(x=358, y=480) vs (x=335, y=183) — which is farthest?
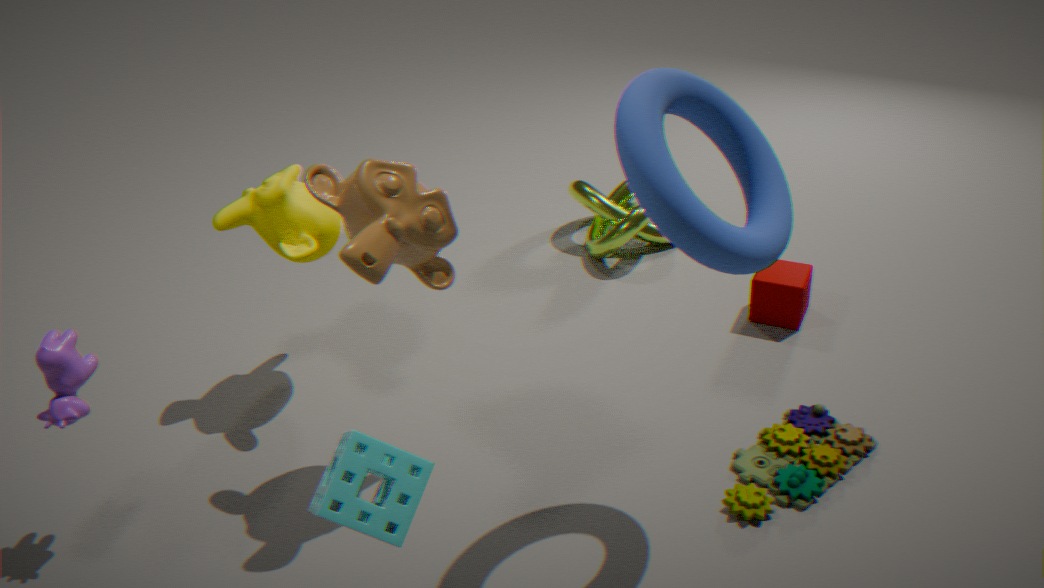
(x=335, y=183)
